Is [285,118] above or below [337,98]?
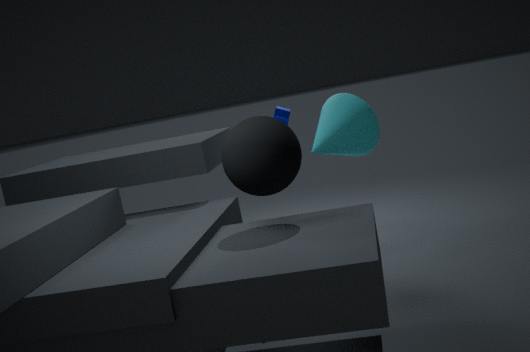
below
